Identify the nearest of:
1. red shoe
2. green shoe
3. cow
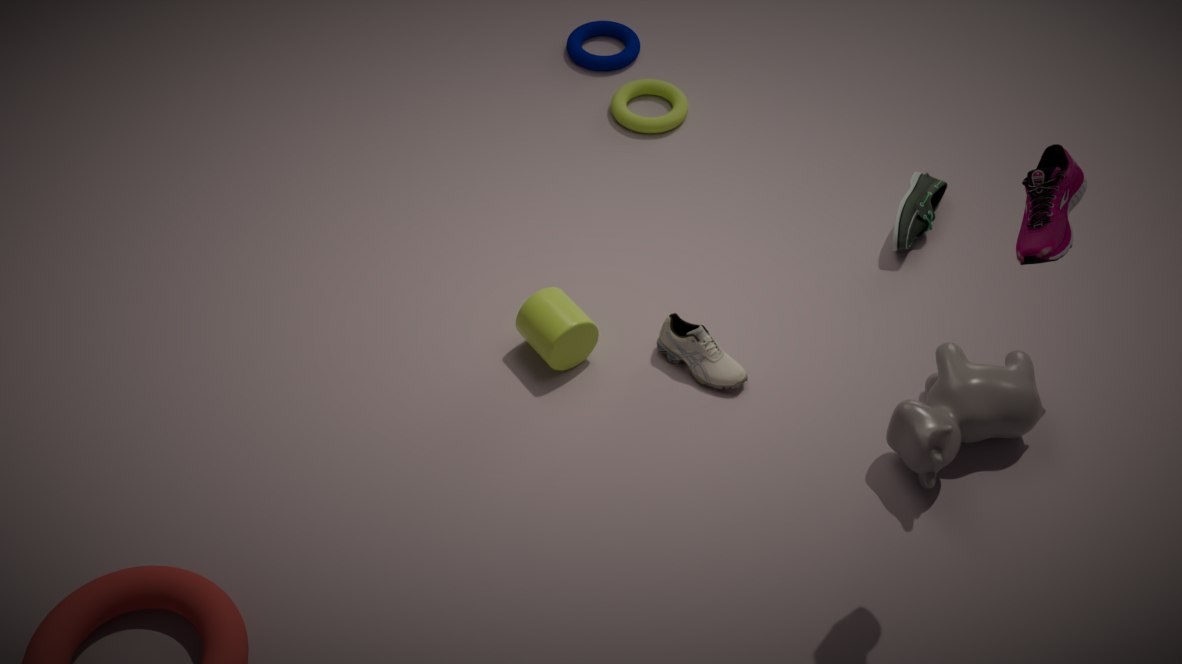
red shoe
